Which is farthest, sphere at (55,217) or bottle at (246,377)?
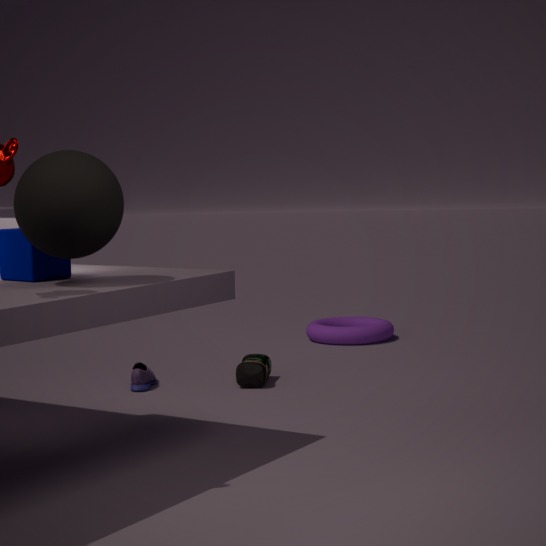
bottle at (246,377)
